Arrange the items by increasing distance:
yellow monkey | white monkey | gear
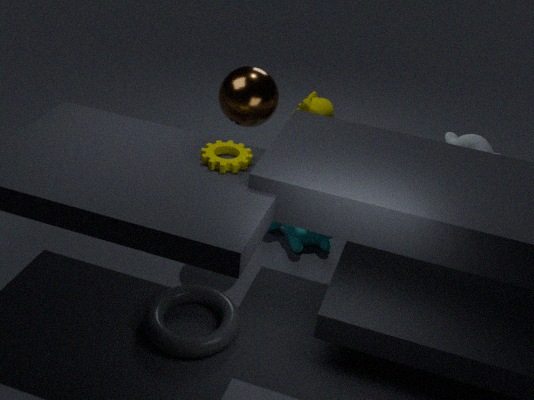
gear
white monkey
yellow monkey
